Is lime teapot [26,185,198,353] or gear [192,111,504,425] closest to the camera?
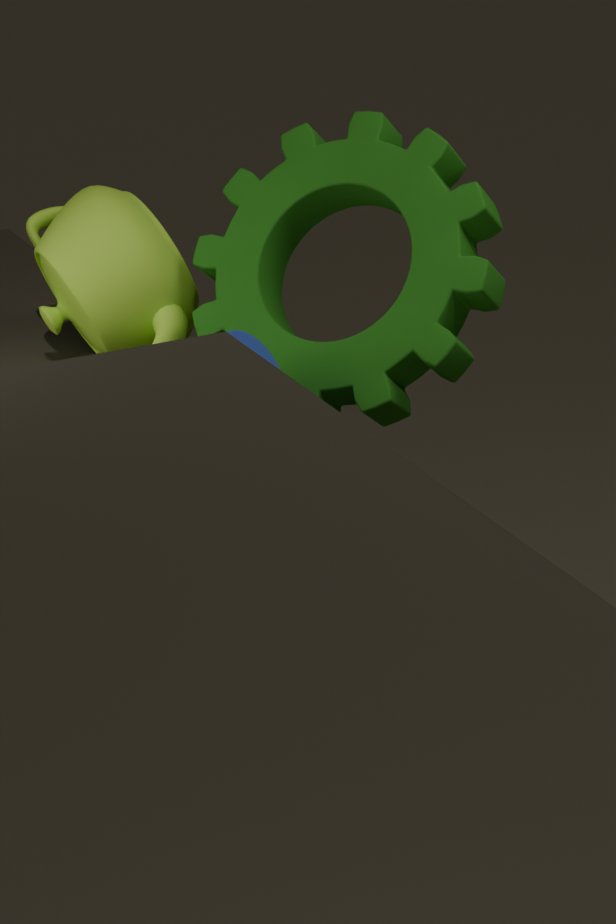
gear [192,111,504,425]
